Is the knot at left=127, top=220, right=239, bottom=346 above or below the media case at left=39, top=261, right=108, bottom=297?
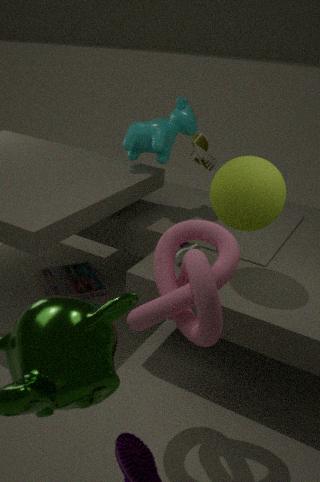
above
